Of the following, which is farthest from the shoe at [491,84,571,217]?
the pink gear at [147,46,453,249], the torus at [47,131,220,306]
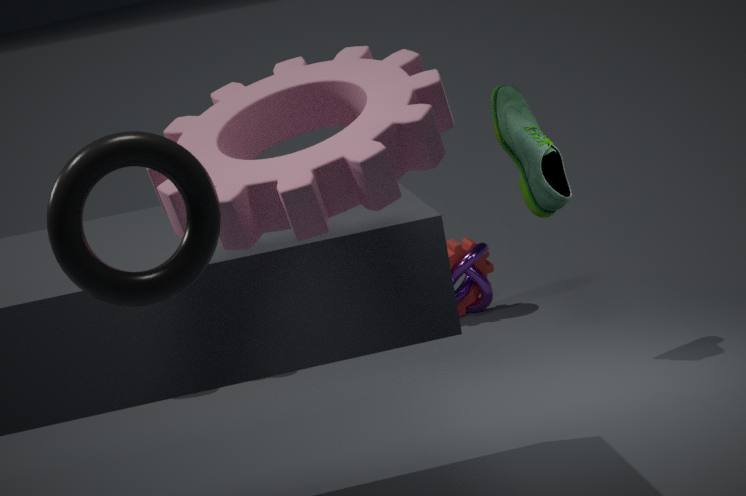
the torus at [47,131,220,306]
